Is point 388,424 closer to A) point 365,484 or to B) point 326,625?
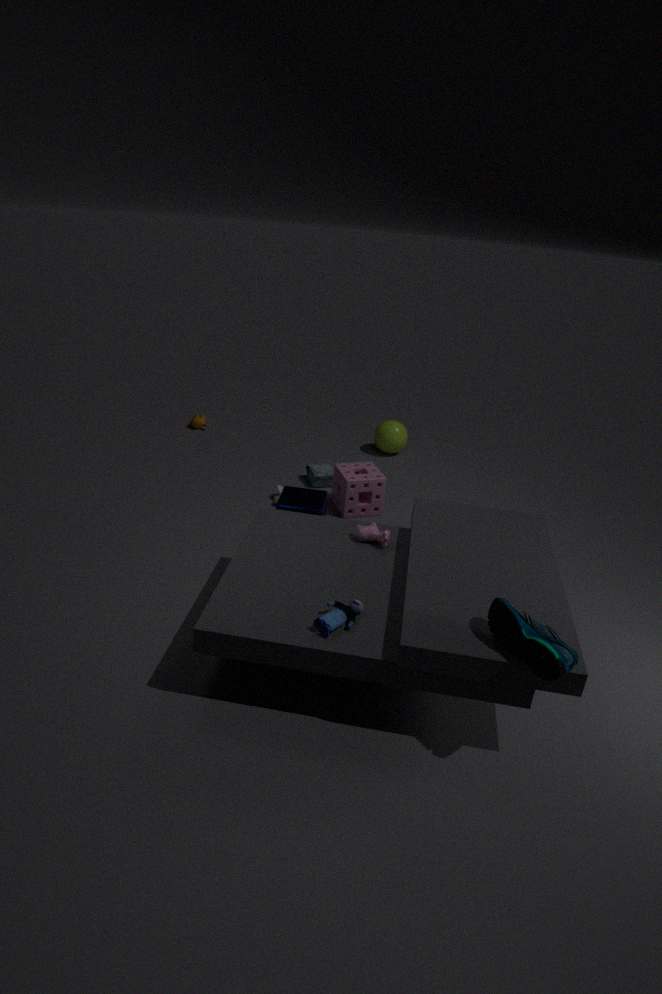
A) point 365,484
